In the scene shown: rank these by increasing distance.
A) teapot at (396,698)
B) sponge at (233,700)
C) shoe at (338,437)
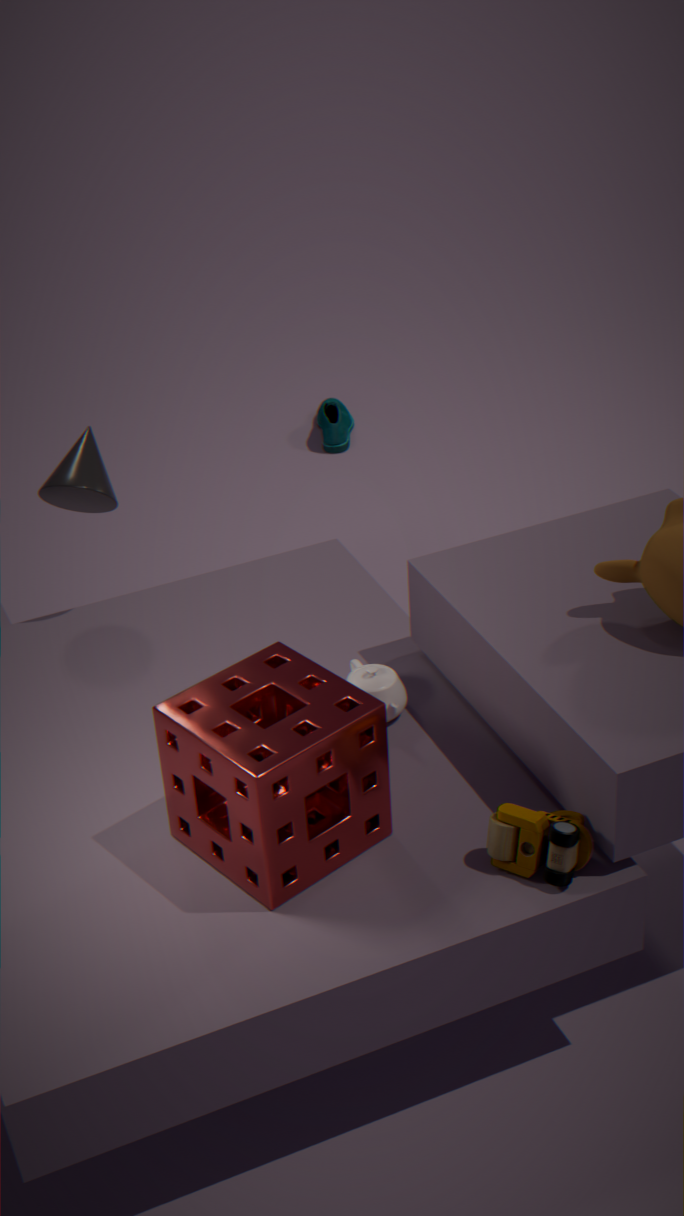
sponge at (233,700) < teapot at (396,698) < shoe at (338,437)
